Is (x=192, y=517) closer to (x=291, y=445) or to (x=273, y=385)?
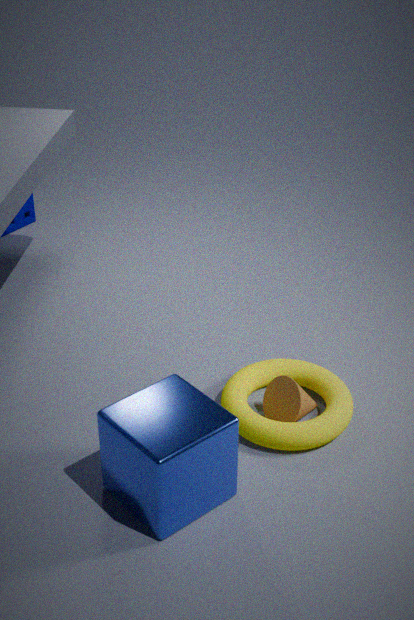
(x=273, y=385)
